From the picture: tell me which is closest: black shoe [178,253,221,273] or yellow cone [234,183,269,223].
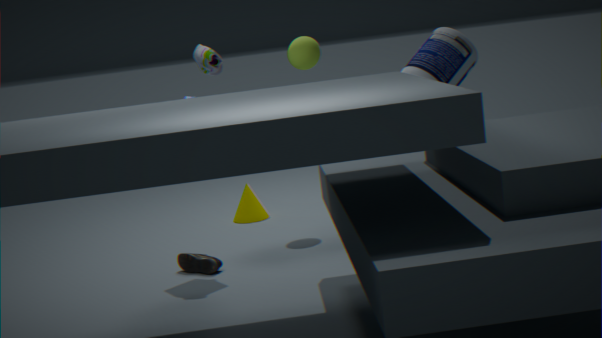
black shoe [178,253,221,273]
